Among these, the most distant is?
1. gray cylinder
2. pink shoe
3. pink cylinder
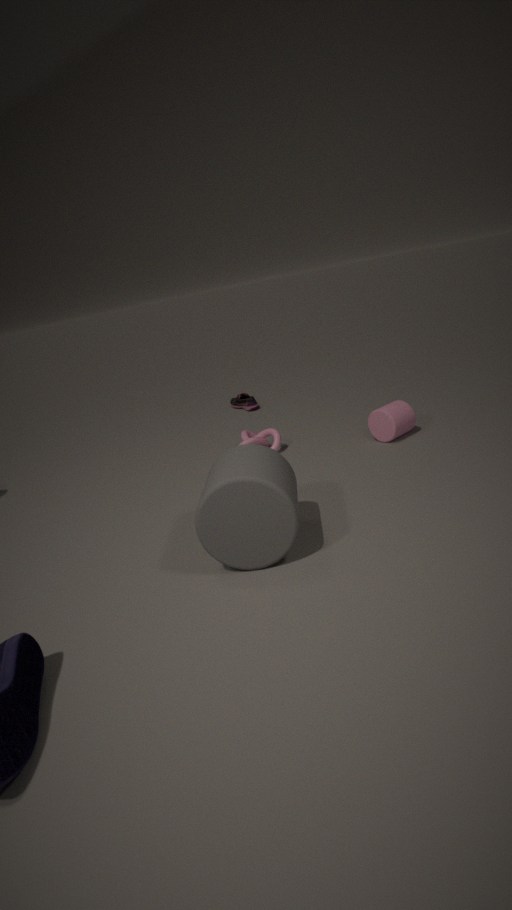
pink shoe
